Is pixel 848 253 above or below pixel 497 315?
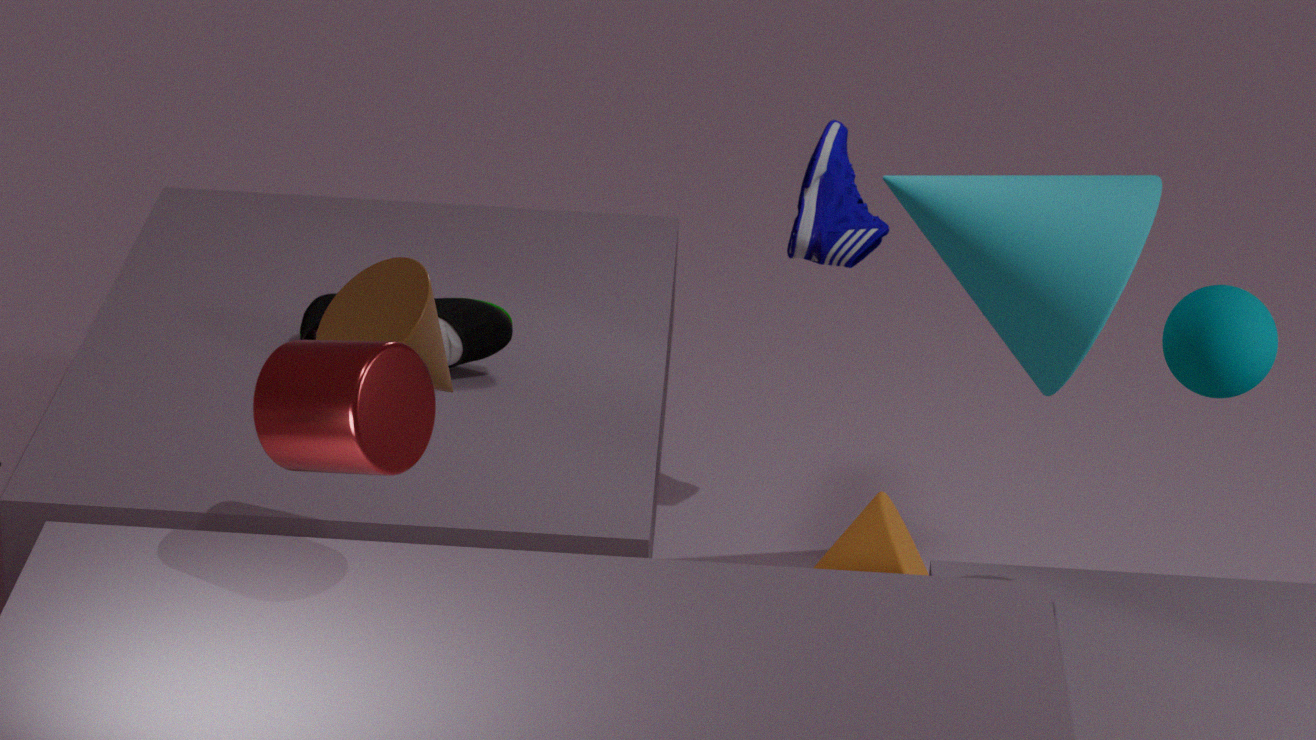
above
